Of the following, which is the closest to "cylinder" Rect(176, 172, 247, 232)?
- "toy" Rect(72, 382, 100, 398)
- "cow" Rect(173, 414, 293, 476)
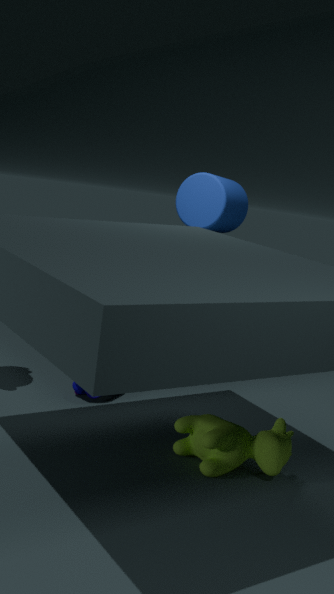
"toy" Rect(72, 382, 100, 398)
